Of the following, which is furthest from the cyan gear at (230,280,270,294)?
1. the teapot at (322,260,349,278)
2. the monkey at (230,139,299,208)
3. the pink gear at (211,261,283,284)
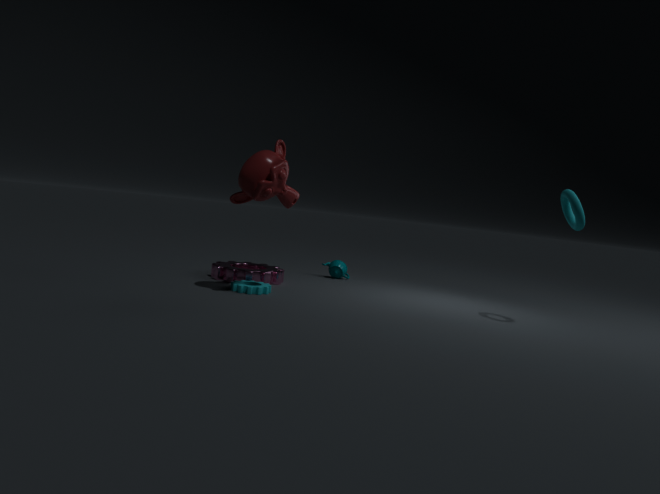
the teapot at (322,260,349,278)
